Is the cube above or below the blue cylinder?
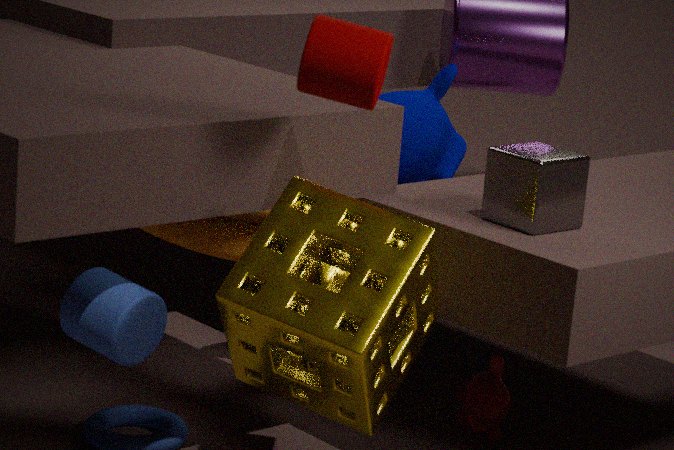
above
